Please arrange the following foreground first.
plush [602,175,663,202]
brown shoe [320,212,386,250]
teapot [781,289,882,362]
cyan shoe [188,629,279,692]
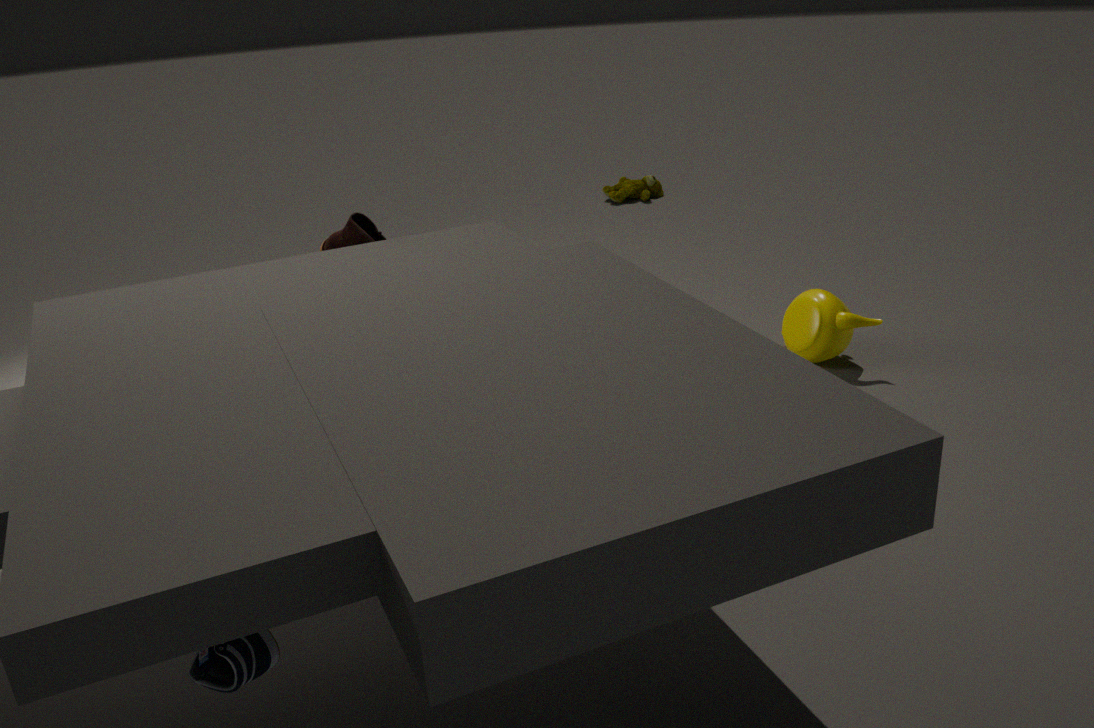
1. cyan shoe [188,629,279,692]
2. brown shoe [320,212,386,250]
3. teapot [781,289,882,362]
4. plush [602,175,663,202]
